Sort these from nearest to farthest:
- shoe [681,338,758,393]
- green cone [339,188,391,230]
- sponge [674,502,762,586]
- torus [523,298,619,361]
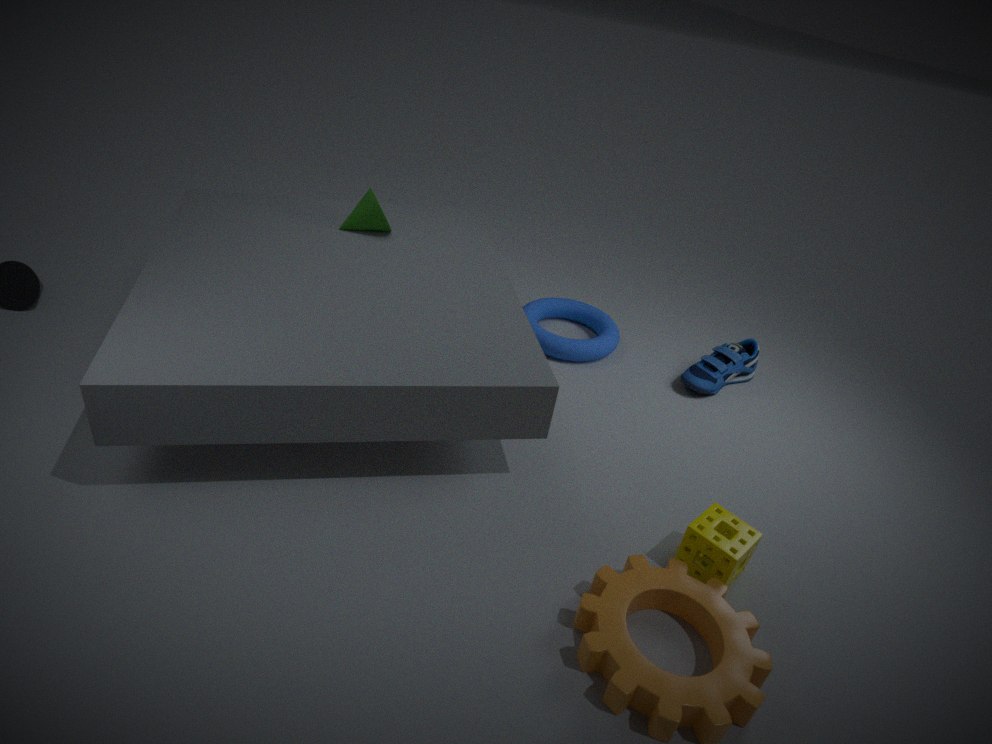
sponge [674,502,762,586], green cone [339,188,391,230], shoe [681,338,758,393], torus [523,298,619,361]
